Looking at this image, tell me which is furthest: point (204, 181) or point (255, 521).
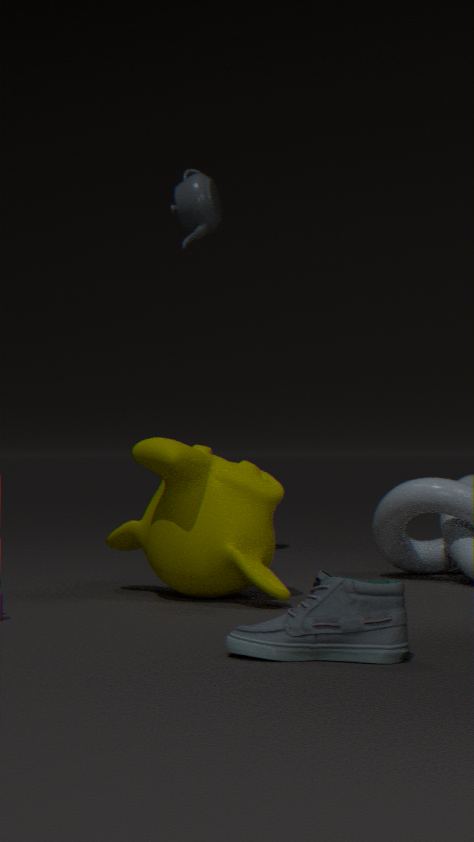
point (204, 181)
